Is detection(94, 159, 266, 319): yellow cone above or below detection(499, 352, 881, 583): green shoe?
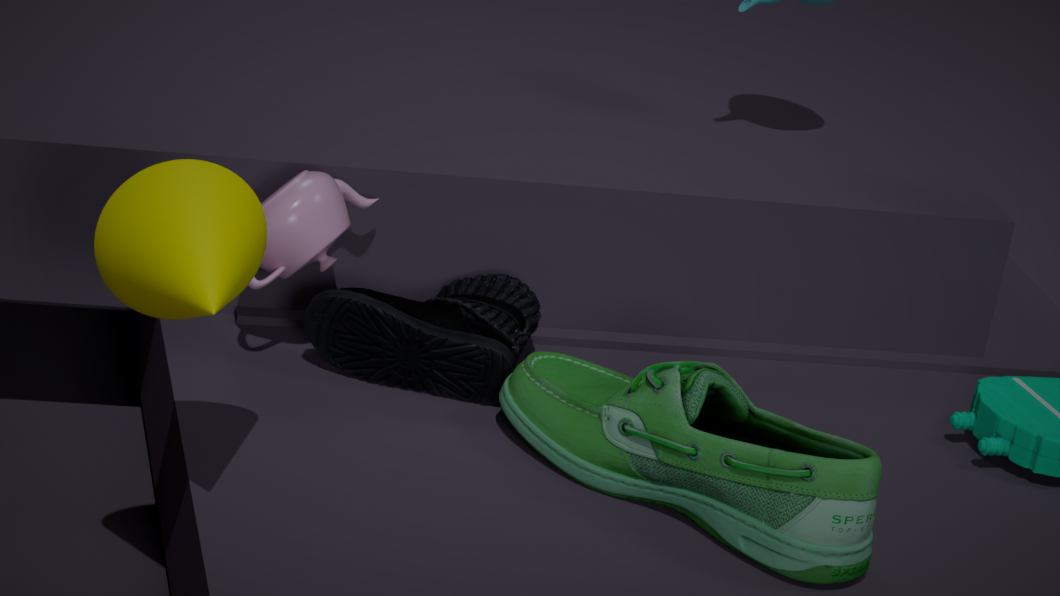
above
